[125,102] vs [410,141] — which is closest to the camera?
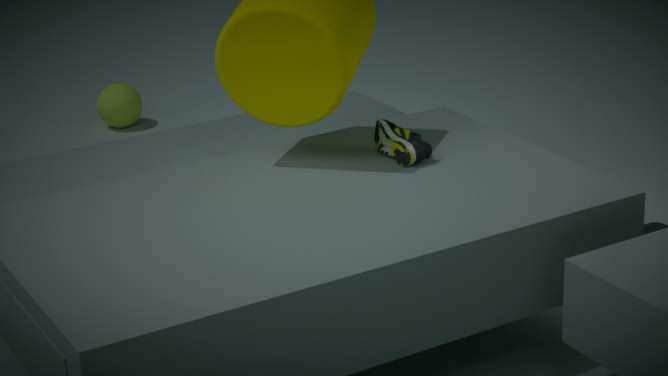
[410,141]
